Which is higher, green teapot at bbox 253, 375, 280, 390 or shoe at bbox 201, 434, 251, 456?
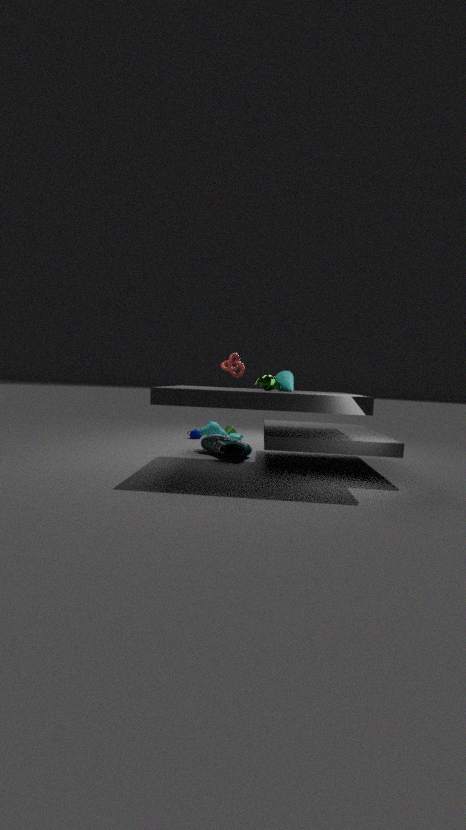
green teapot at bbox 253, 375, 280, 390
